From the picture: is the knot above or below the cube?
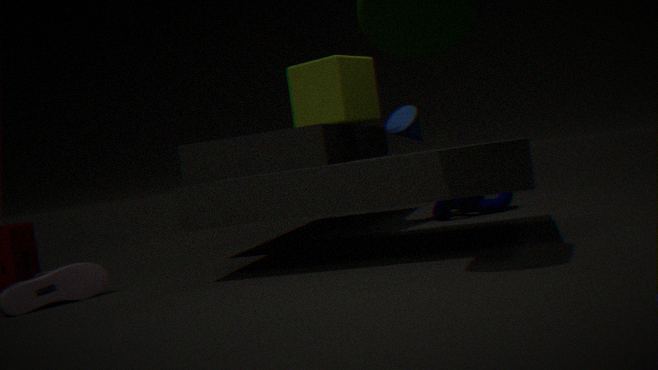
below
